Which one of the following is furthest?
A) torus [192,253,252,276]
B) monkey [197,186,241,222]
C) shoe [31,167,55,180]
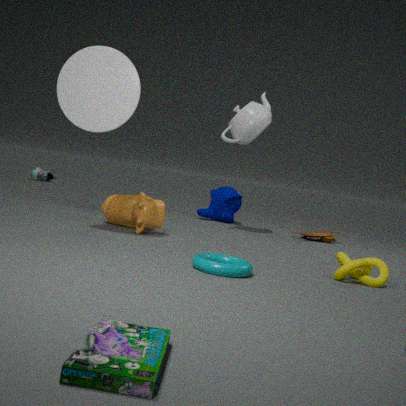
shoe [31,167,55,180]
